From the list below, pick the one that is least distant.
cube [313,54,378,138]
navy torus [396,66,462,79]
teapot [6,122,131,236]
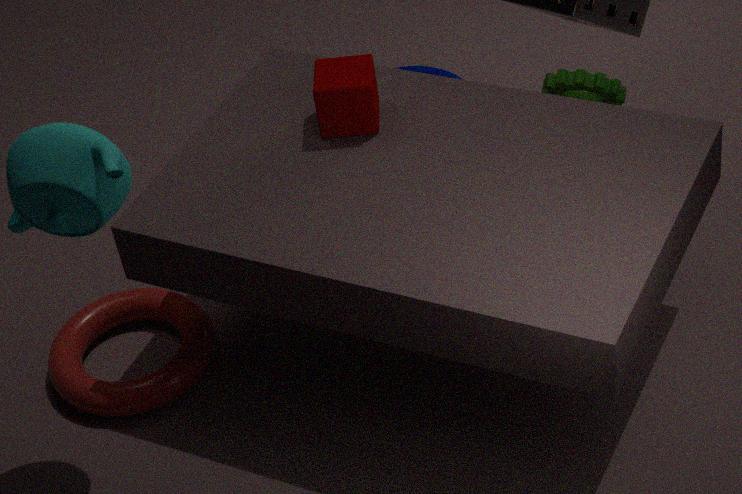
teapot [6,122,131,236]
